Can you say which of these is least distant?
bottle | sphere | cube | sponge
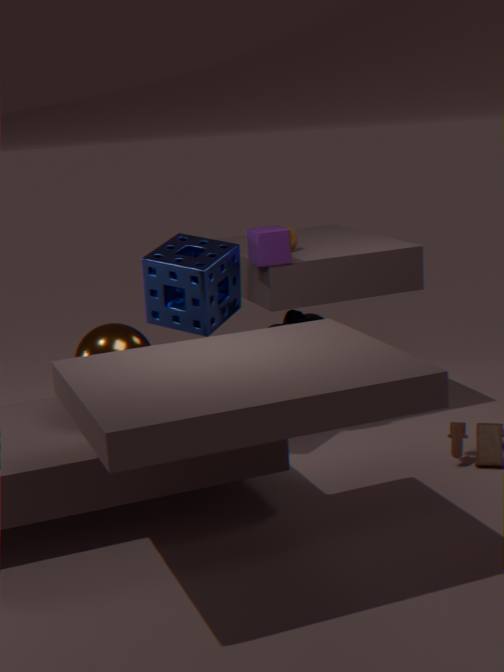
sphere
